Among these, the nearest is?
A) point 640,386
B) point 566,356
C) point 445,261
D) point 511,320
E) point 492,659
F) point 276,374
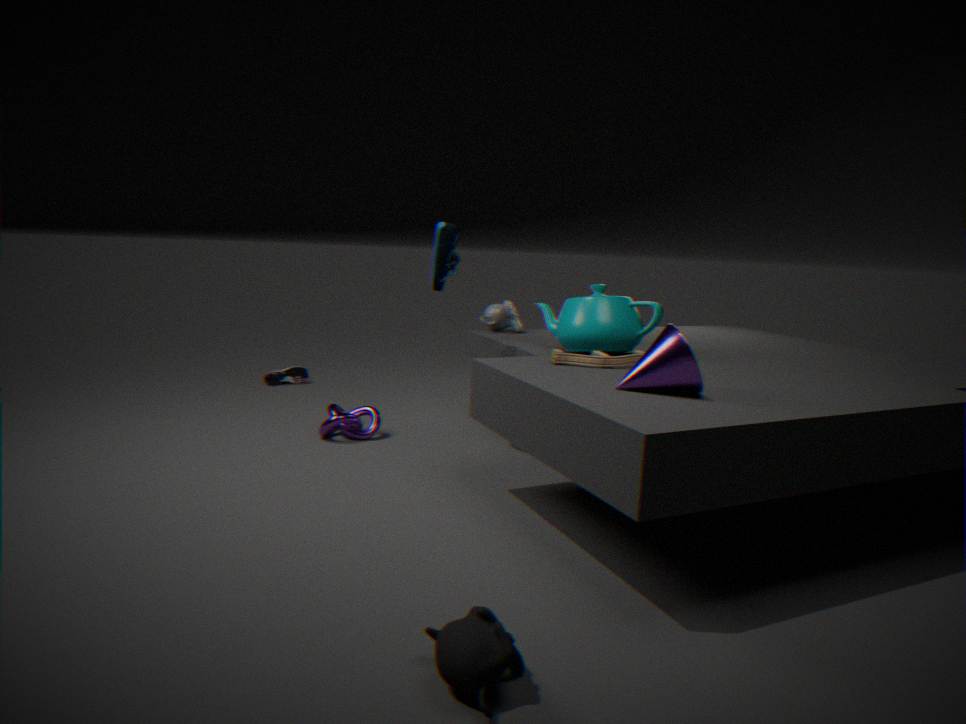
point 492,659
